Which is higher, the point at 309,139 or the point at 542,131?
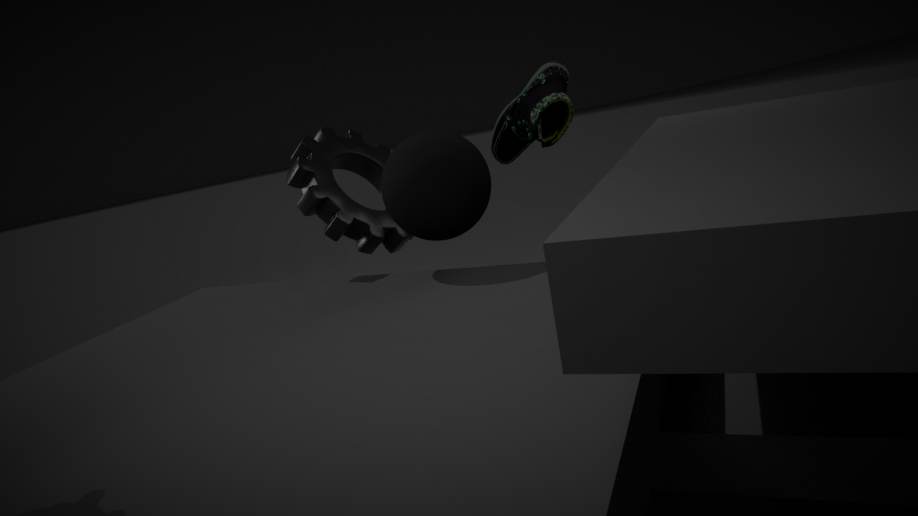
the point at 542,131
